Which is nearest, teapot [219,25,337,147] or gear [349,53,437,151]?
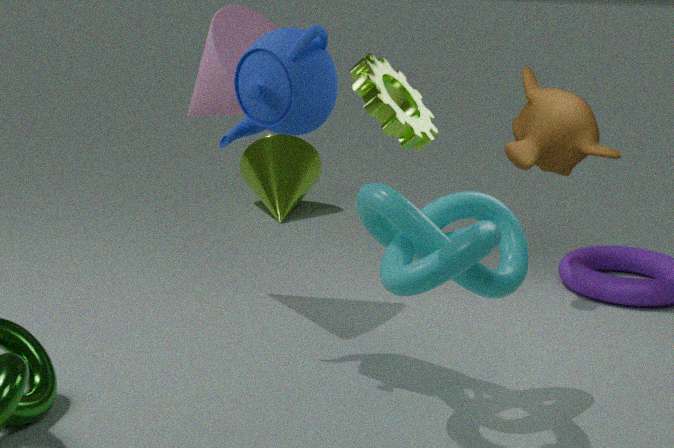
gear [349,53,437,151]
